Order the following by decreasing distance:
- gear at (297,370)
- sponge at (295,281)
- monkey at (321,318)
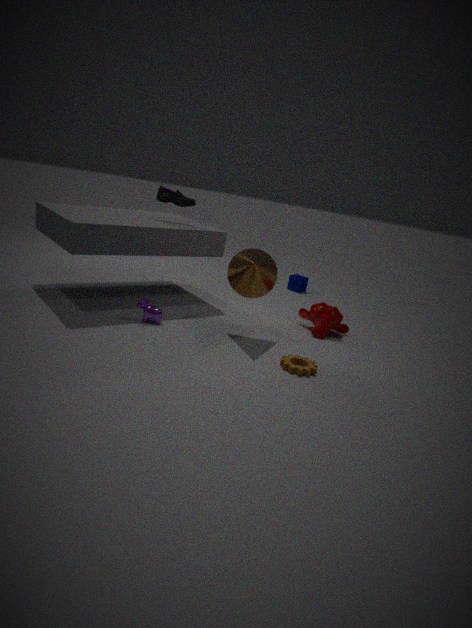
sponge at (295,281)
monkey at (321,318)
gear at (297,370)
